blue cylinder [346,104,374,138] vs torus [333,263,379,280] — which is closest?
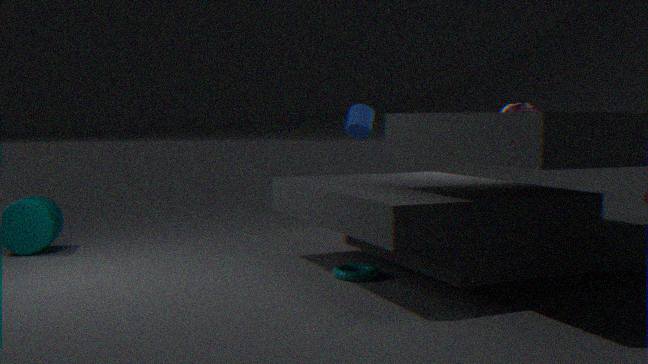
torus [333,263,379,280]
